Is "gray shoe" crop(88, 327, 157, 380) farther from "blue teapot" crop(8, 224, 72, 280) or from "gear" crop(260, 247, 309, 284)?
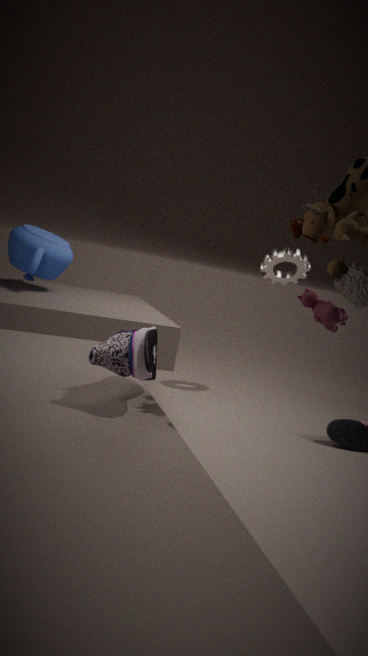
"gear" crop(260, 247, 309, 284)
